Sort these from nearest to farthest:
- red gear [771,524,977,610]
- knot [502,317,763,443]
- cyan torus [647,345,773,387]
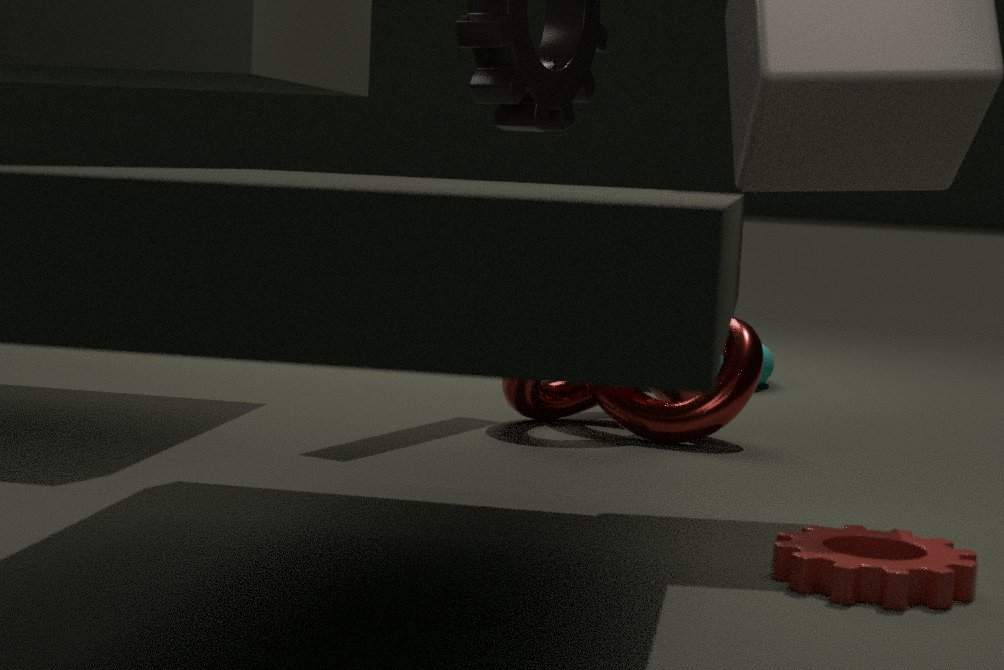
red gear [771,524,977,610] → knot [502,317,763,443] → cyan torus [647,345,773,387]
